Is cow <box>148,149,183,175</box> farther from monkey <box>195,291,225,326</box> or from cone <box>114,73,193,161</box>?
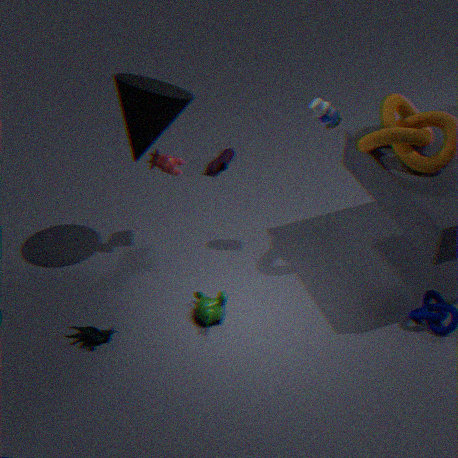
monkey <box>195,291,225,326</box>
